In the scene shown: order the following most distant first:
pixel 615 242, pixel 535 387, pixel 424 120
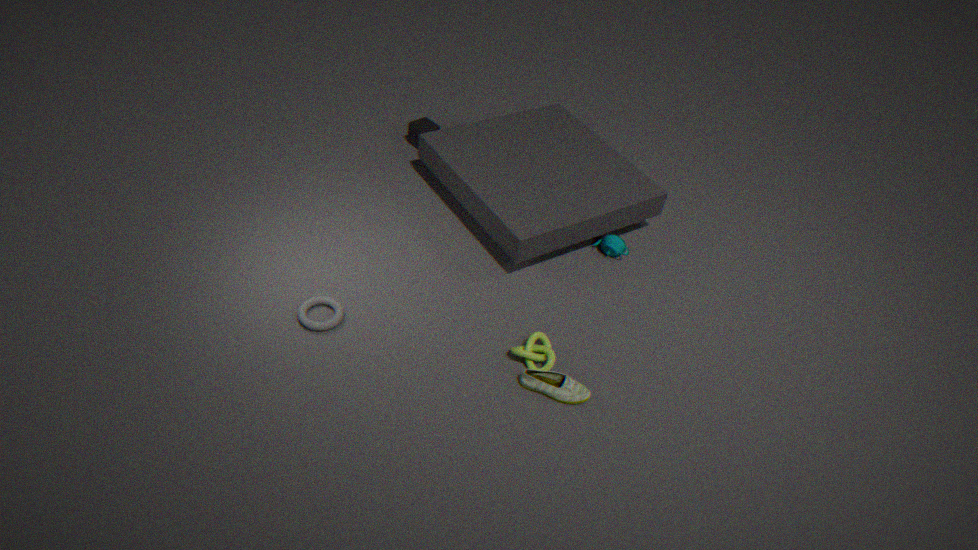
pixel 424 120
pixel 615 242
pixel 535 387
